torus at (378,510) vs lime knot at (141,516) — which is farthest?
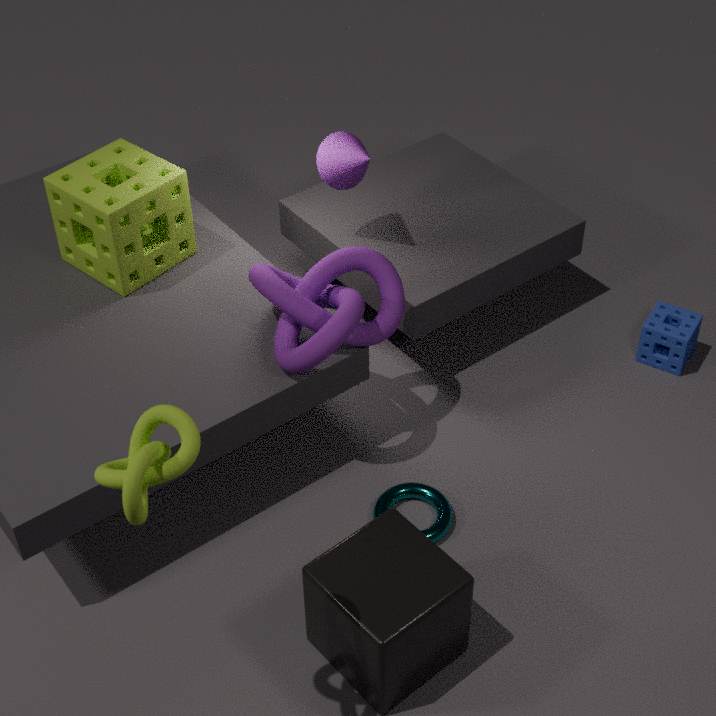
torus at (378,510)
